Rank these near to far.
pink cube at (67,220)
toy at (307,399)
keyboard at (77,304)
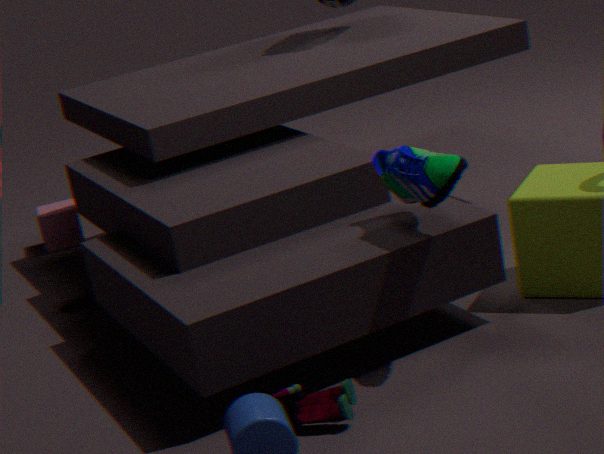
toy at (307,399), keyboard at (77,304), pink cube at (67,220)
